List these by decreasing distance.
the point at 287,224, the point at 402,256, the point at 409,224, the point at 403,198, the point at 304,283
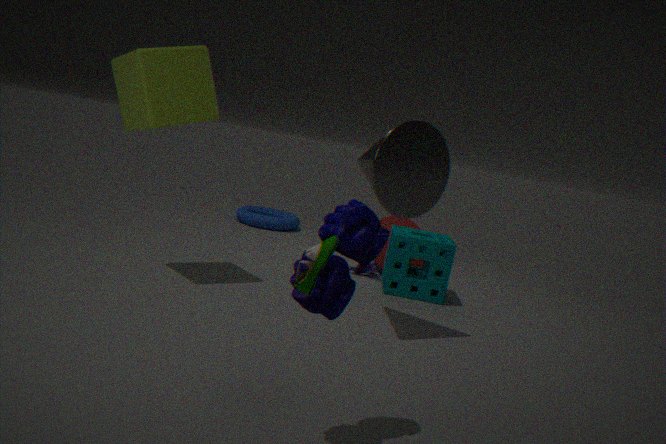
the point at 287,224, the point at 409,224, the point at 402,256, the point at 403,198, the point at 304,283
